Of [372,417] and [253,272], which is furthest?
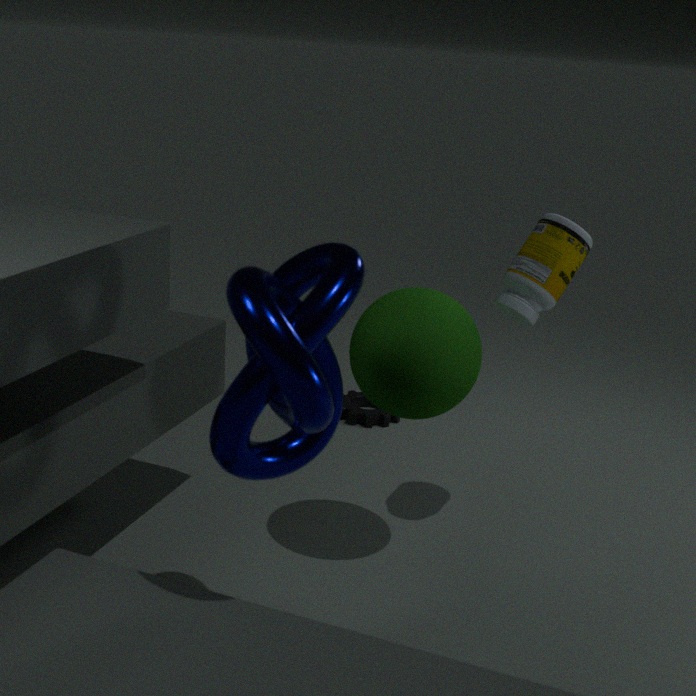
[372,417]
